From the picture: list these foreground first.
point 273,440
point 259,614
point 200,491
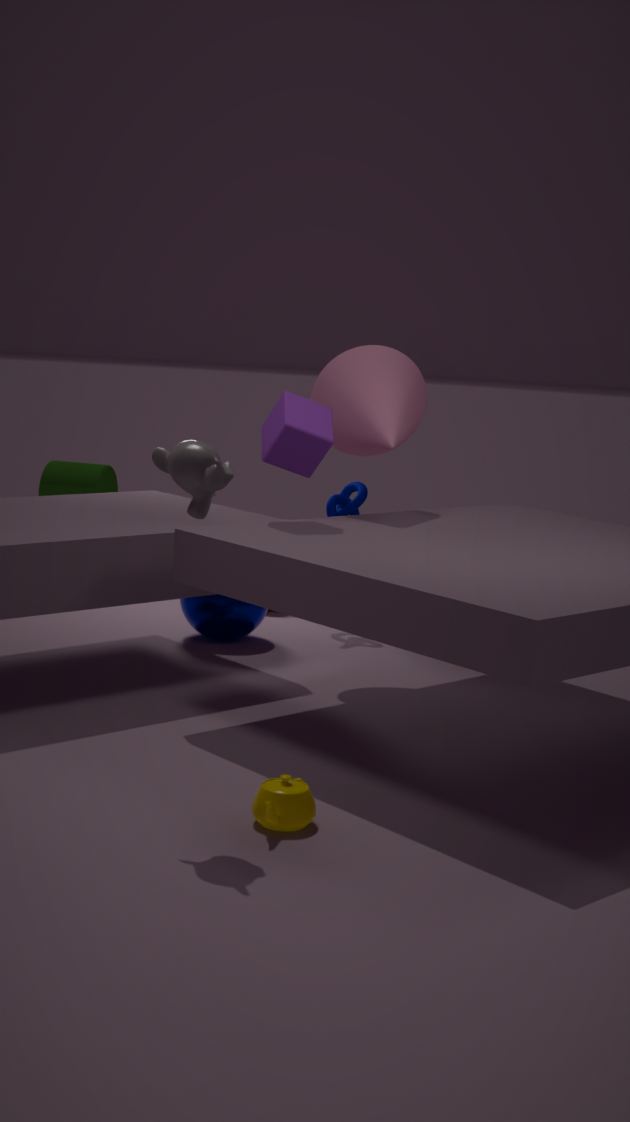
1. point 200,491
2. point 273,440
3. point 259,614
